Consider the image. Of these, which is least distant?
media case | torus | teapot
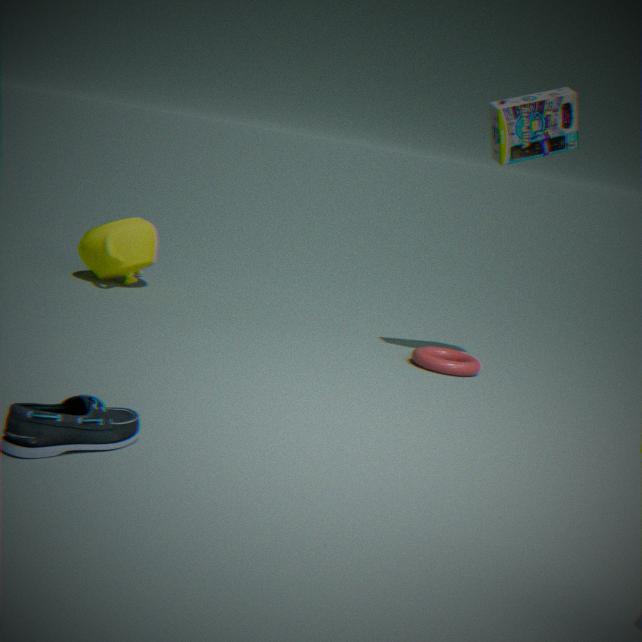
media case
